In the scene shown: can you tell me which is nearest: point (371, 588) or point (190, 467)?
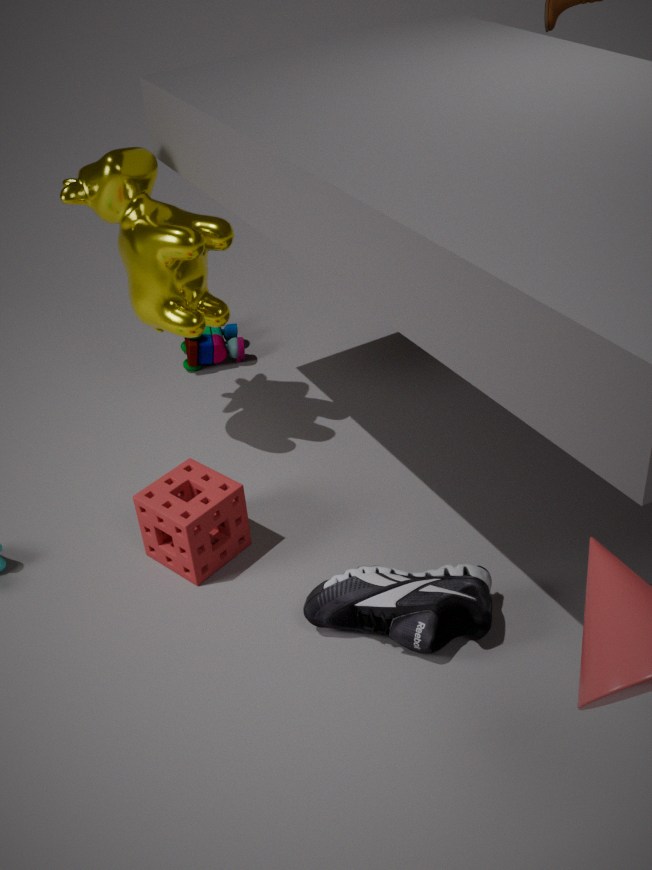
point (371, 588)
